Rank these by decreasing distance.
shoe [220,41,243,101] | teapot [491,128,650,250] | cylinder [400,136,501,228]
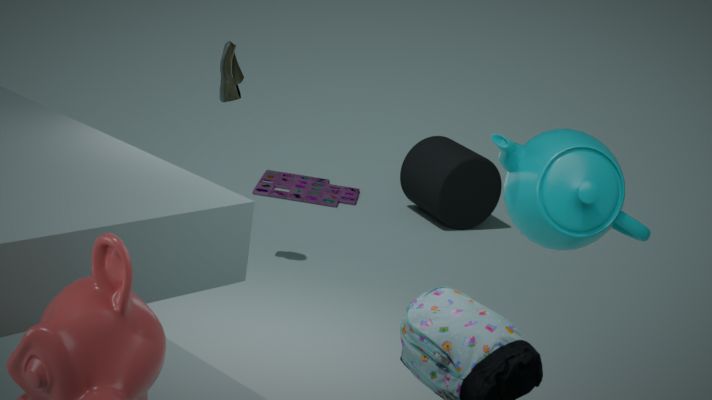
cylinder [400,136,501,228] < shoe [220,41,243,101] < teapot [491,128,650,250]
